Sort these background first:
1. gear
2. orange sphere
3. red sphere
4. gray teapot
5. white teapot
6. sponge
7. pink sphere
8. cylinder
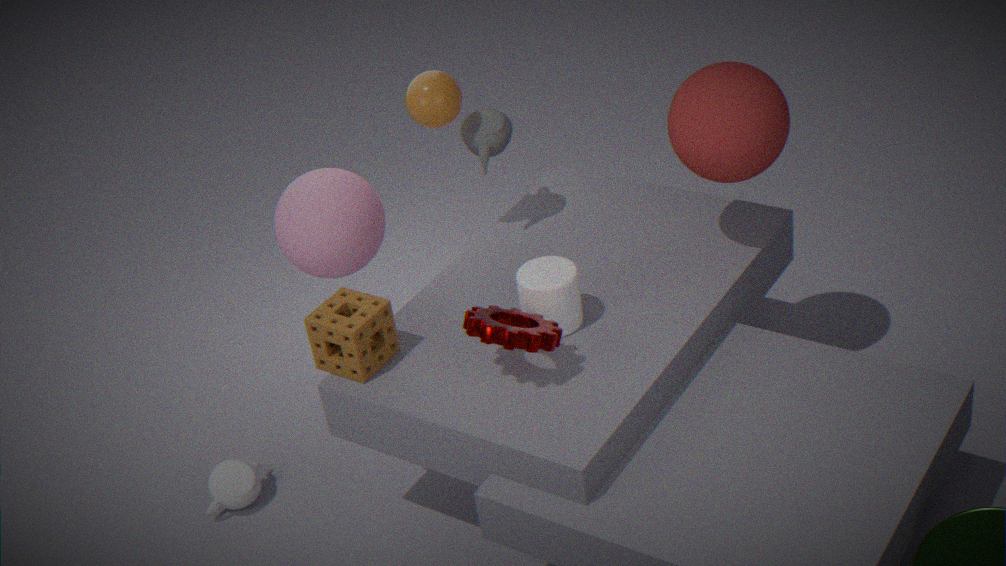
1. gray teapot
2. white teapot
3. pink sphere
4. orange sphere
5. cylinder
6. red sphere
7. sponge
8. gear
